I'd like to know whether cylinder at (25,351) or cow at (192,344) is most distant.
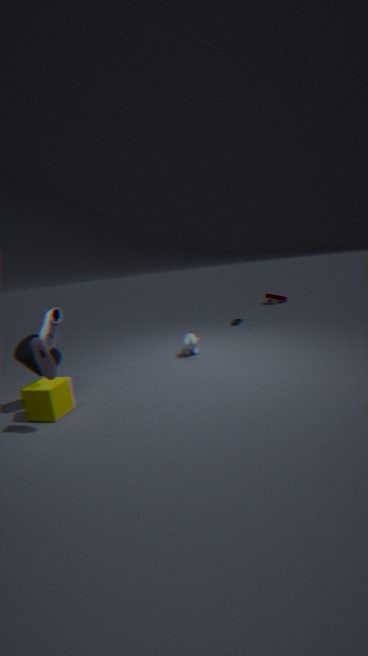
cow at (192,344)
